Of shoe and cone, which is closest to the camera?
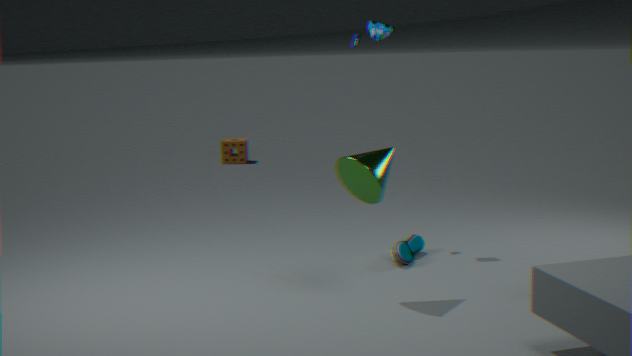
cone
